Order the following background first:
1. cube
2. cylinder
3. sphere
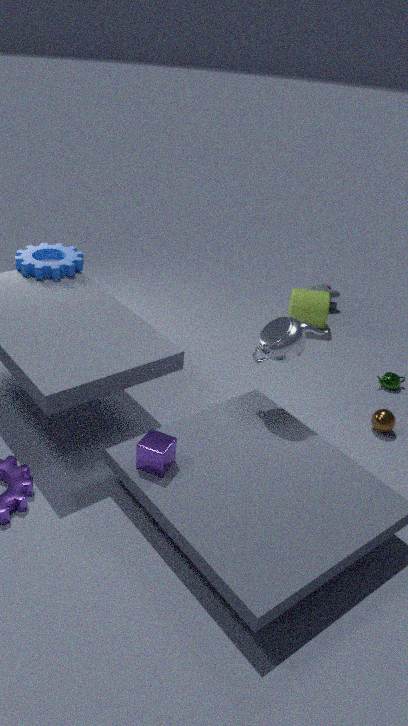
cylinder → sphere → cube
